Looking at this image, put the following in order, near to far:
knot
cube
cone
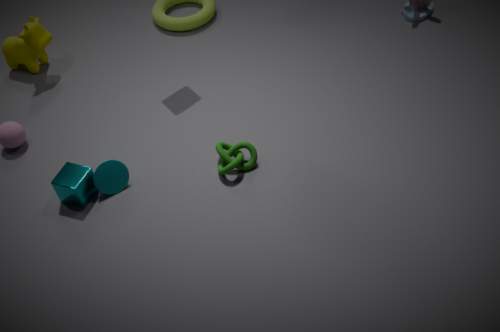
cube, cone, knot
